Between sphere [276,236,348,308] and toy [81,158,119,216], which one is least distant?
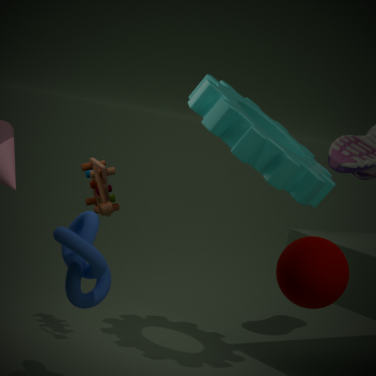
sphere [276,236,348,308]
